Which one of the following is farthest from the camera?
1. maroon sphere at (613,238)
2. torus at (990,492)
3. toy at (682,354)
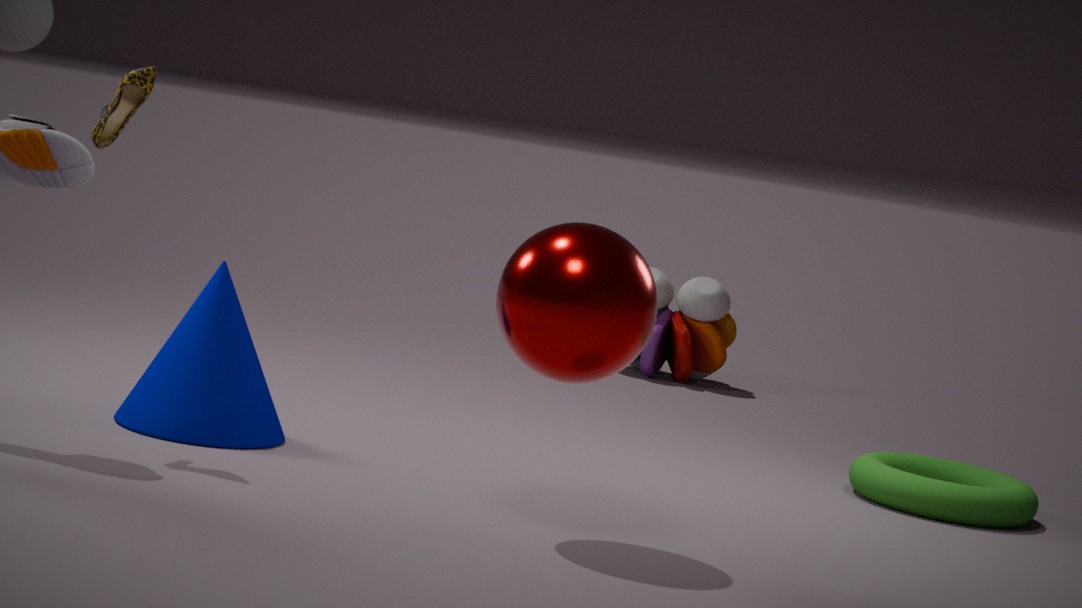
toy at (682,354)
